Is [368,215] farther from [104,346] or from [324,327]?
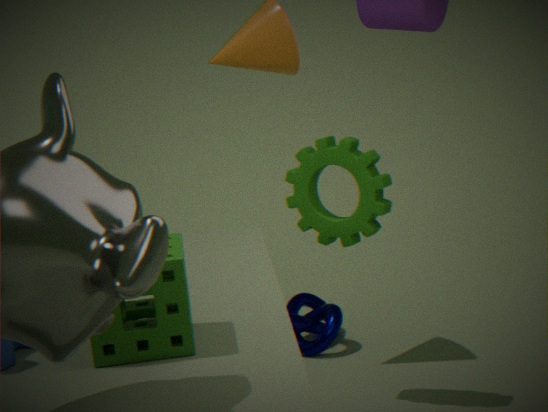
[104,346]
